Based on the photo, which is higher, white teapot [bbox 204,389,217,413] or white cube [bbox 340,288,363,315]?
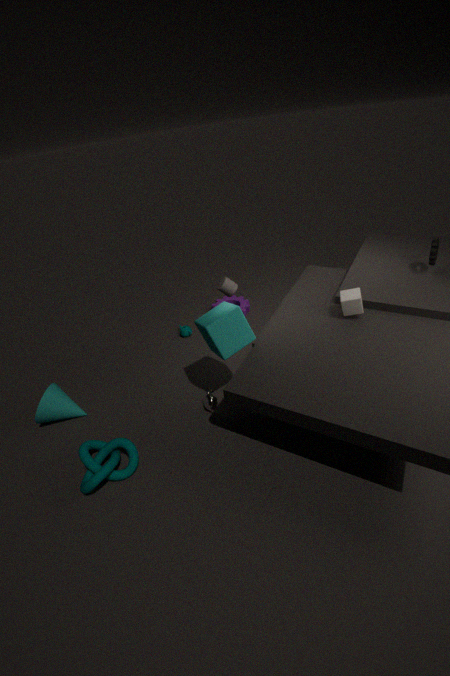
white cube [bbox 340,288,363,315]
